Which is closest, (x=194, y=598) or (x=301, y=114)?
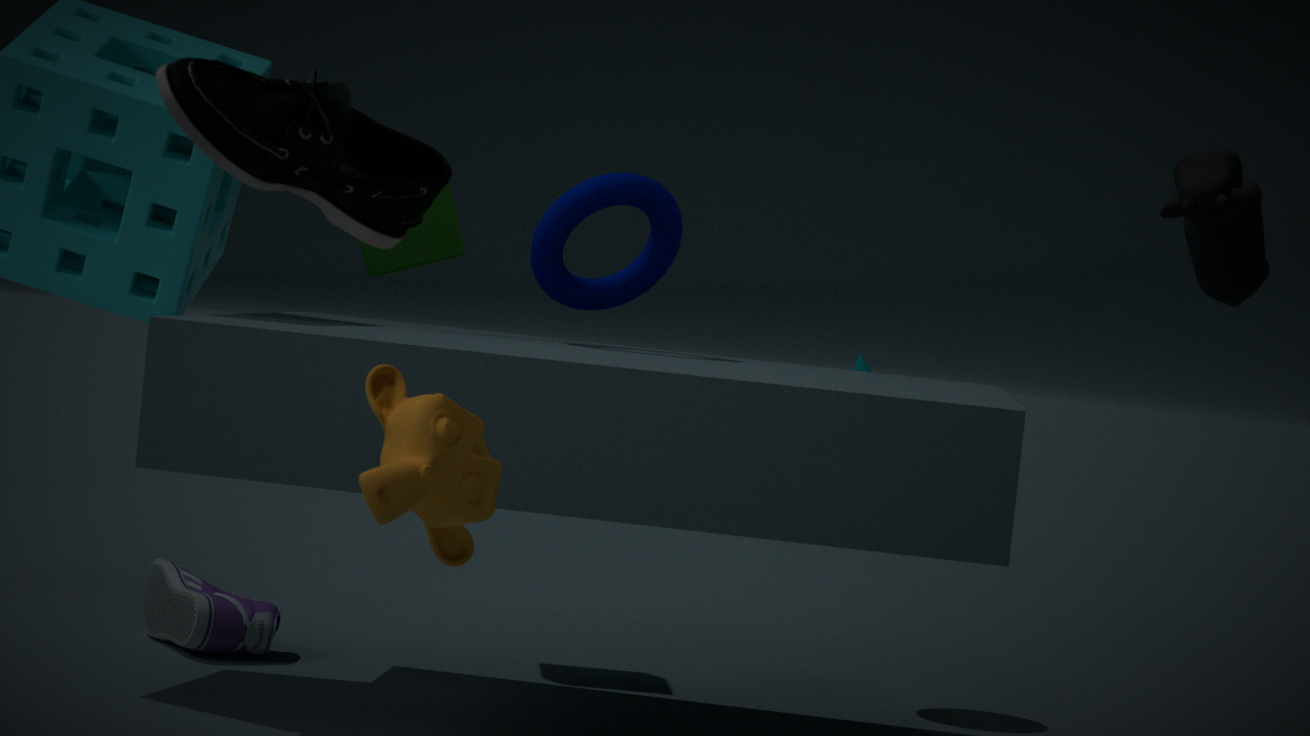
(x=301, y=114)
